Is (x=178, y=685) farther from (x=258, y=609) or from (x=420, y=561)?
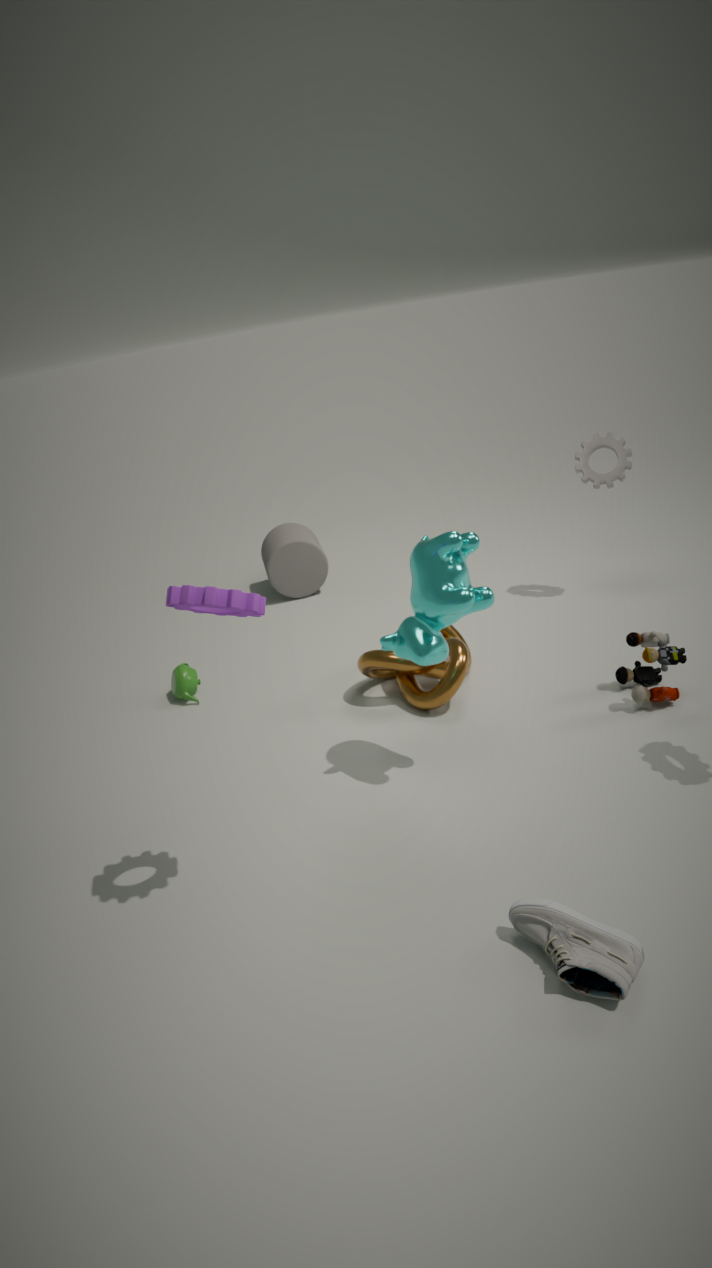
(x=258, y=609)
